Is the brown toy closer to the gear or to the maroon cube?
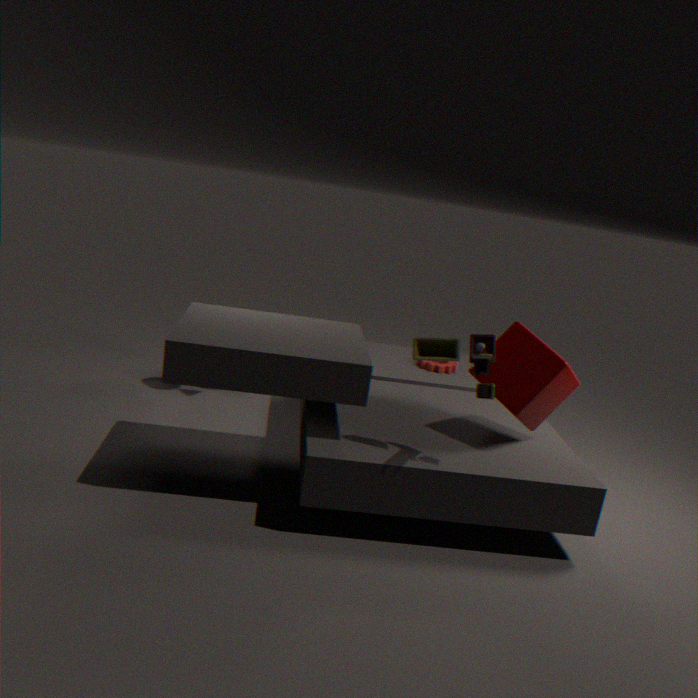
the maroon cube
